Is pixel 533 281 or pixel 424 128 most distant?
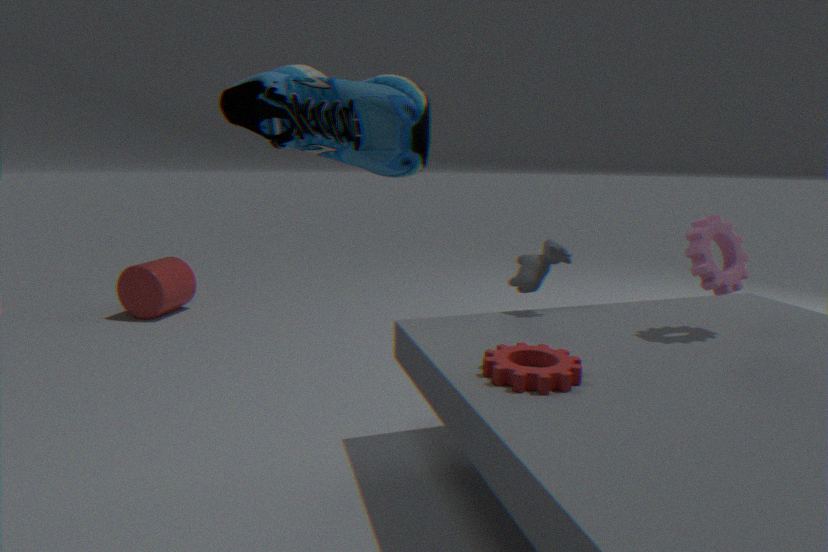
pixel 533 281
